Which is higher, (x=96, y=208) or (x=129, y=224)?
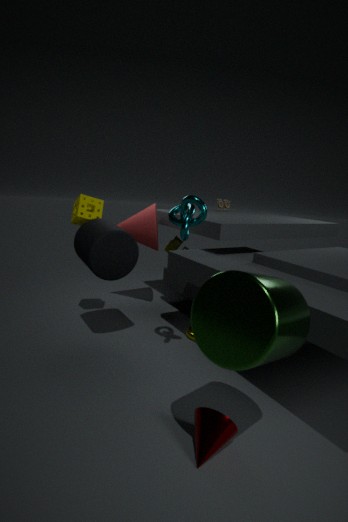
(x=96, y=208)
